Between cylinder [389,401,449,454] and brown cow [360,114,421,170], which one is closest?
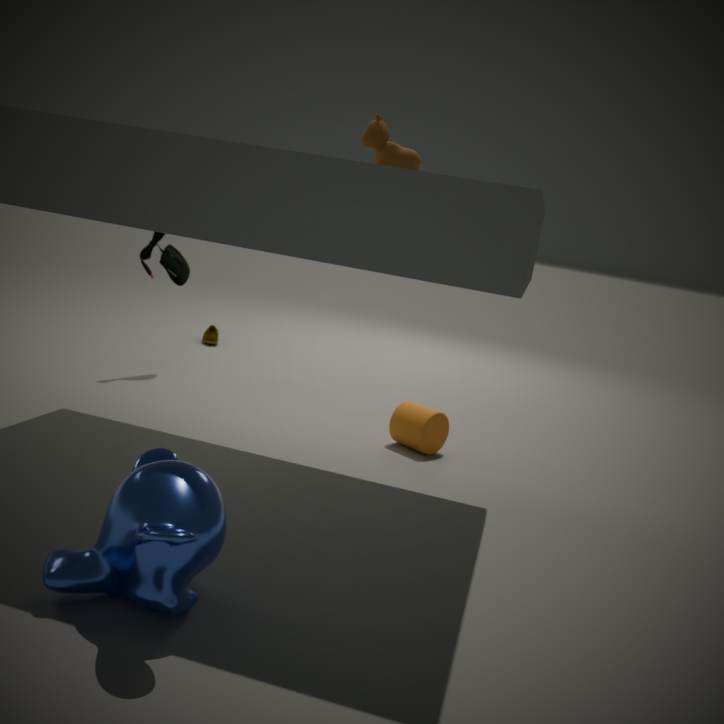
brown cow [360,114,421,170]
